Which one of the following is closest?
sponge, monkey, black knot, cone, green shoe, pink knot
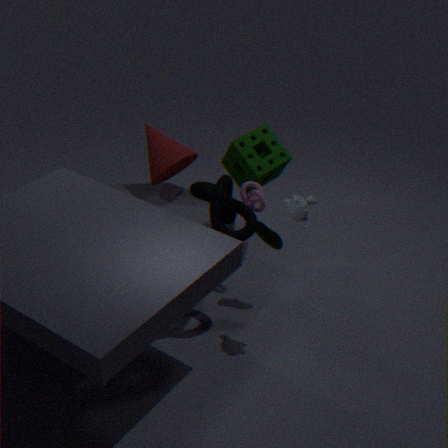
monkey
